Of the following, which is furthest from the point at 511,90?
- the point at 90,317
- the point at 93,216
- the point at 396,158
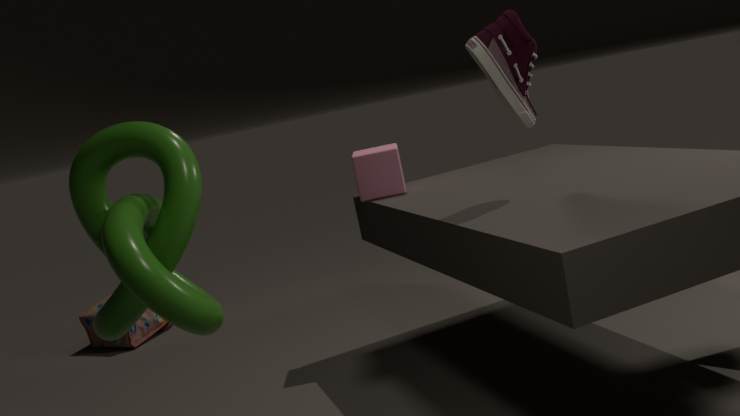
the point at 90,317
